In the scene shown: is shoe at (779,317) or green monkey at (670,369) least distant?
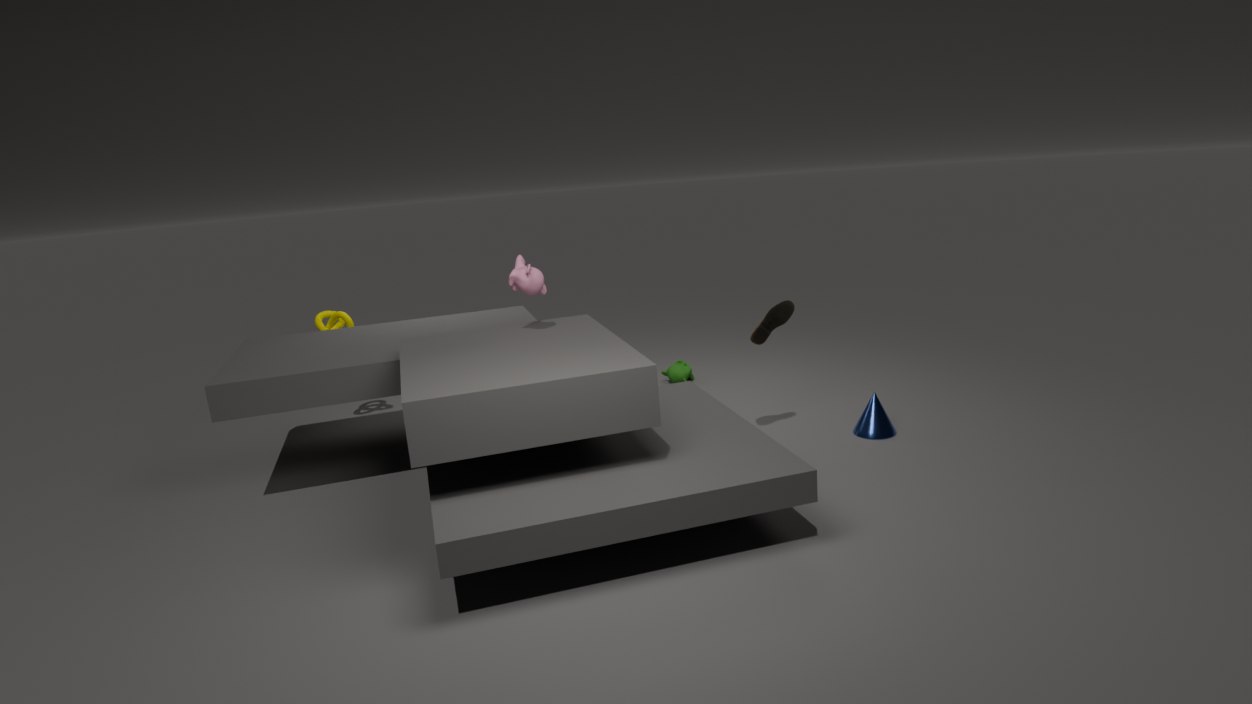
shoe at (779,317)
